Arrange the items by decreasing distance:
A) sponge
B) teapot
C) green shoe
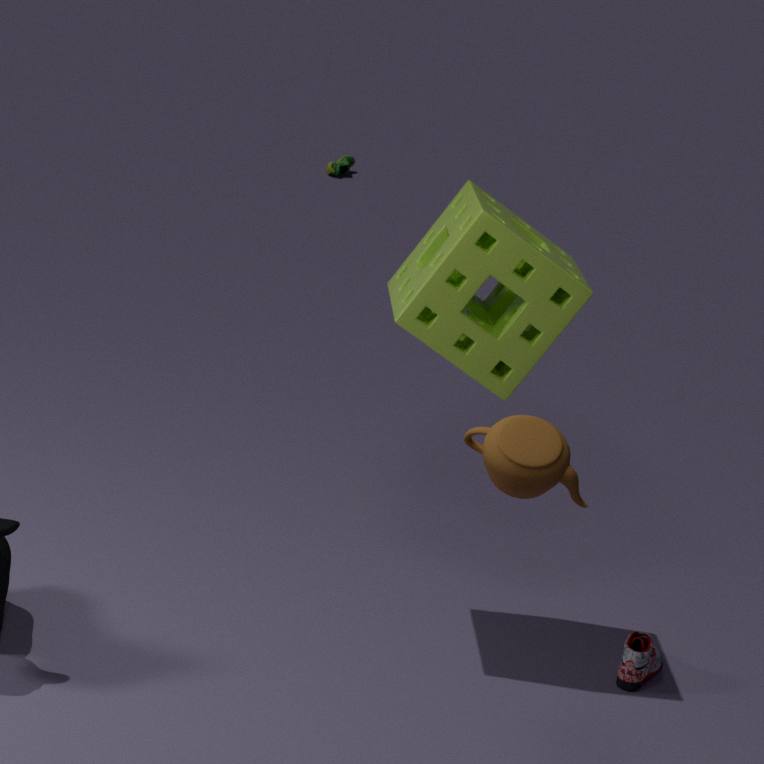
green shoe → sponge → teapot
